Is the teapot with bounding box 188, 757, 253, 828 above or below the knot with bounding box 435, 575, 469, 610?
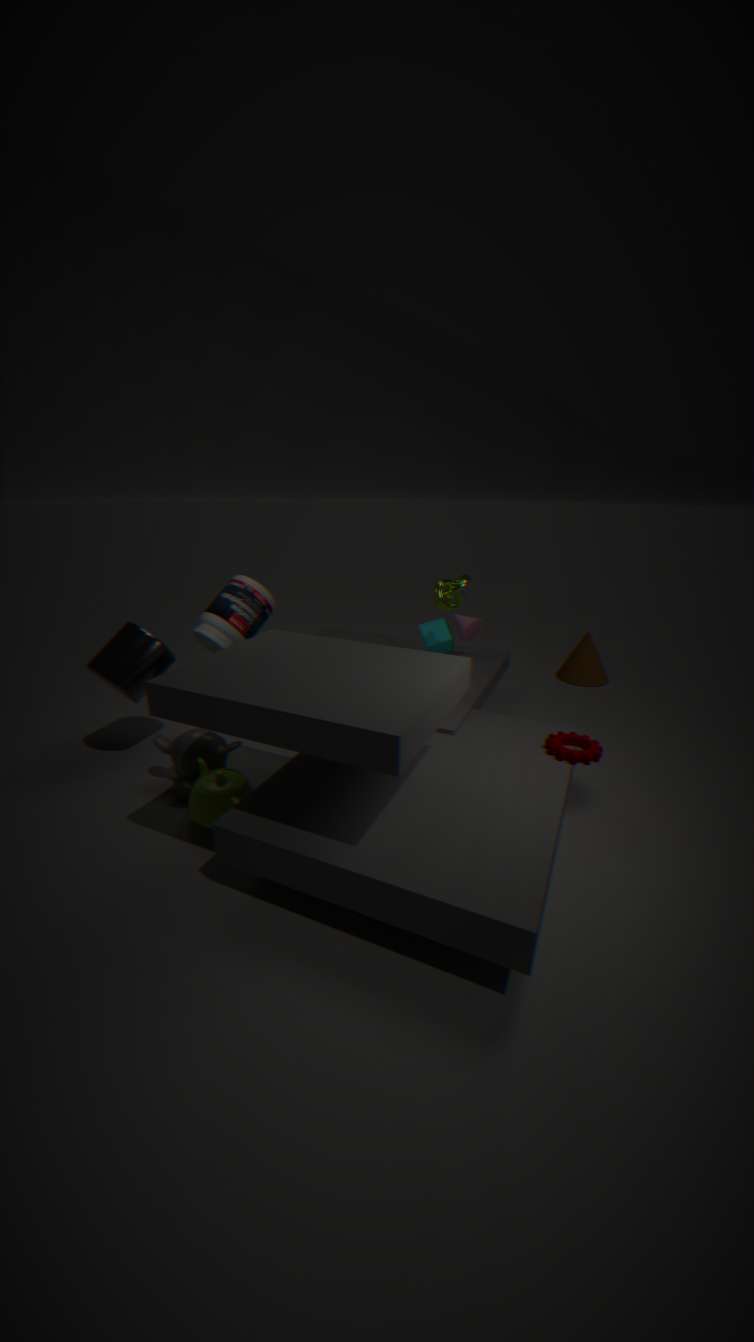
below
